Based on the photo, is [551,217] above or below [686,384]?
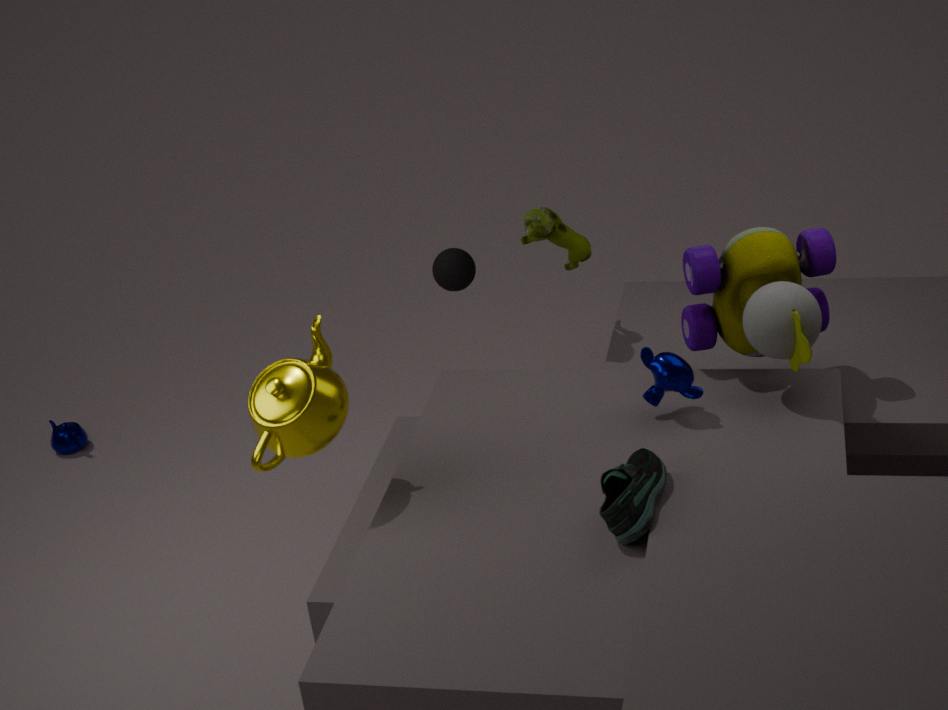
above
